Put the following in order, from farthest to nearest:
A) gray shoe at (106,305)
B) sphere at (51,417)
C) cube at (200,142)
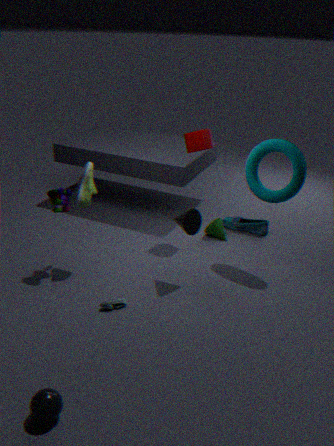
cube at (200,142) → gray shoe at (106,305) → sphere at (51,417)
